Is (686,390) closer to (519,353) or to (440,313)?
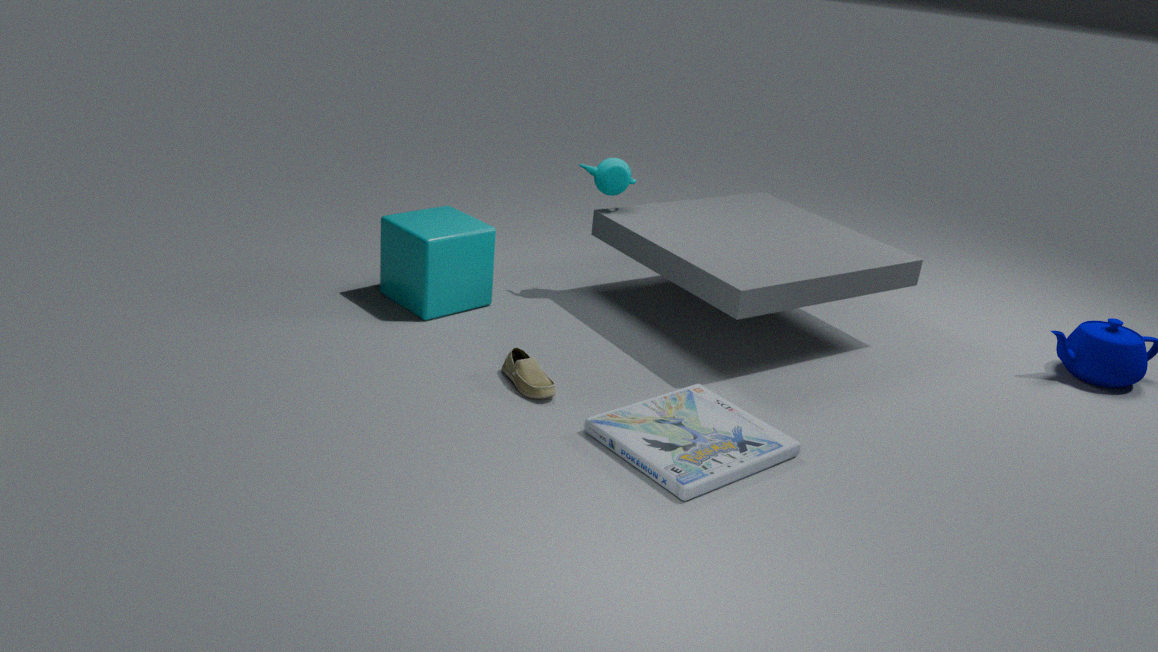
(519,353)
